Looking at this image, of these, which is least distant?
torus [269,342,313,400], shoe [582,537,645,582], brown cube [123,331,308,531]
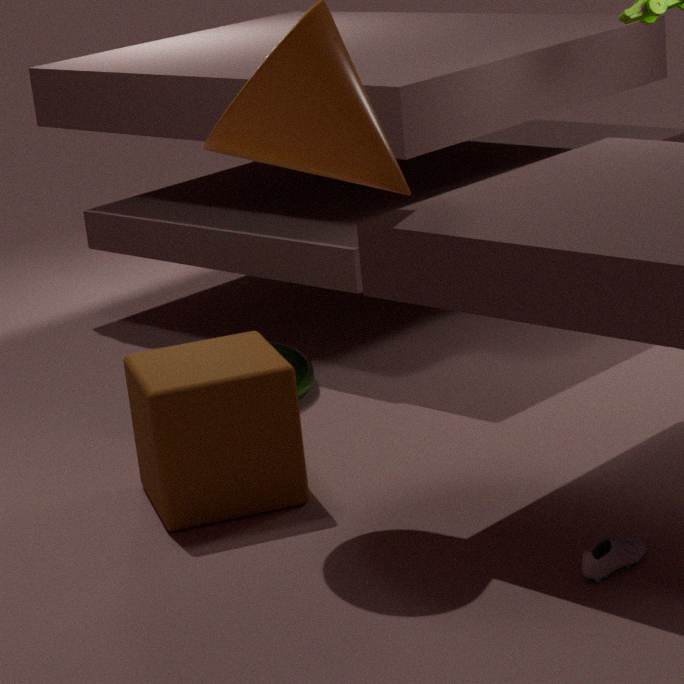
shoe [582,537,645,582]
